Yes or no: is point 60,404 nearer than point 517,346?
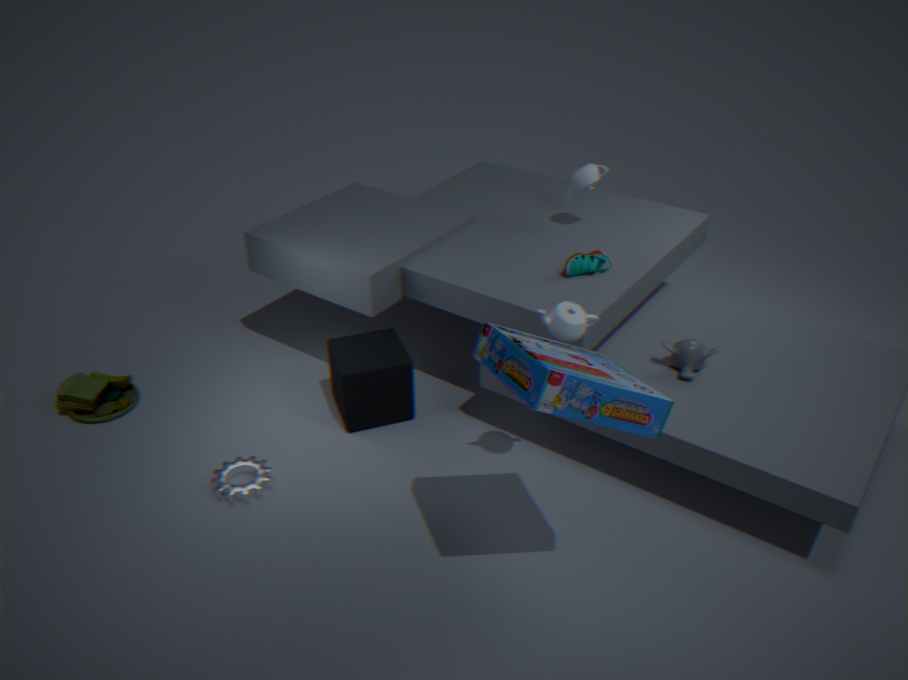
No
